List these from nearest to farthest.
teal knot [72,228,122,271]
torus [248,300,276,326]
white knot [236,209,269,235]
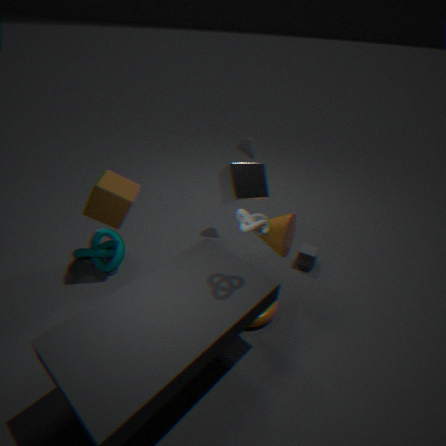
white knot [236,209,269,235], torus [248,300,276,326], teal knot [72,228,122,271]
